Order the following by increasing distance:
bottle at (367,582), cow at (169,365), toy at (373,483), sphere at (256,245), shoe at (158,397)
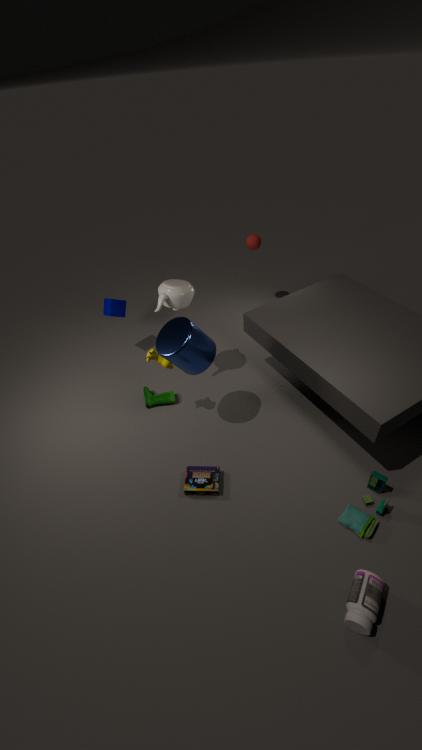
bottle at (367,582) → toy at (373,483) → cow at (169,365) → shoe at (158,397) → sphere at (256,245)
